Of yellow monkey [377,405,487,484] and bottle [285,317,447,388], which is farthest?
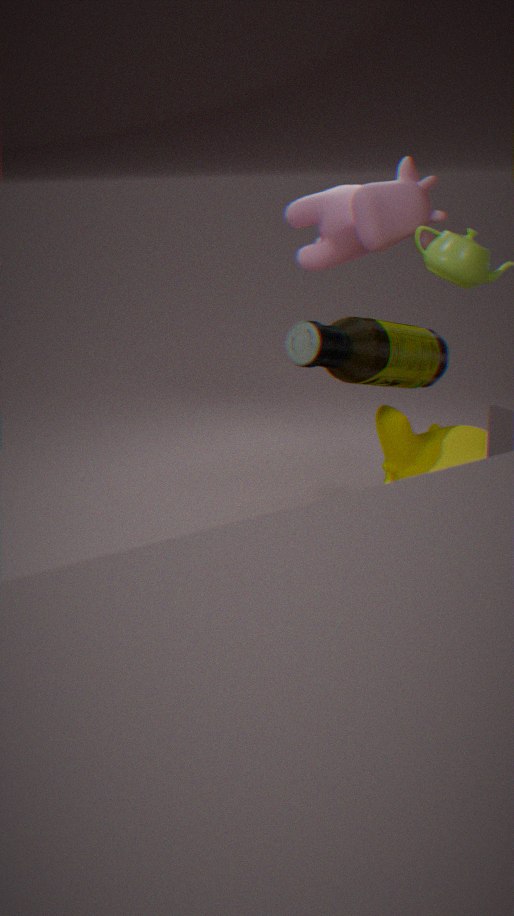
yellow monkey [377,405,487,484]
